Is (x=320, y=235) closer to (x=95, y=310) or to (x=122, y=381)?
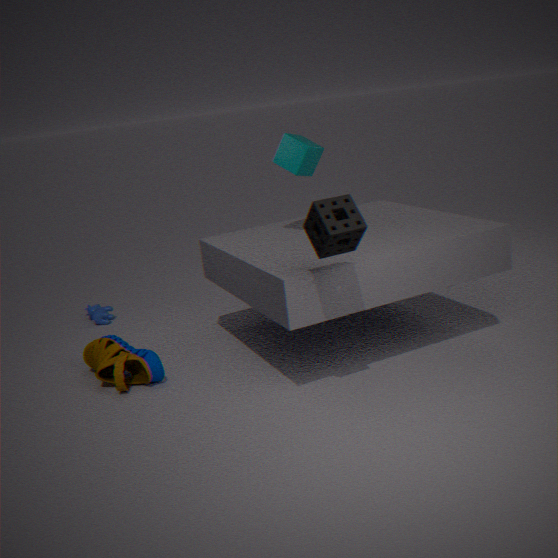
(x=122, y=381)
